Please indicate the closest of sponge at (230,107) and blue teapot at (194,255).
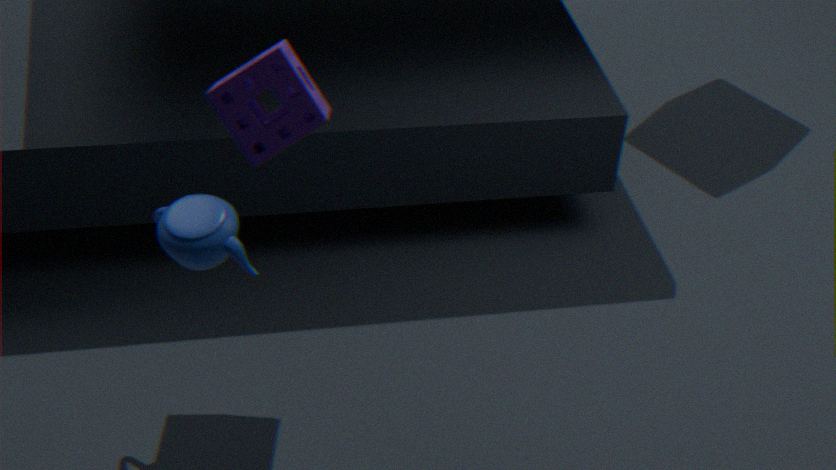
blue teapot at (194,255)
